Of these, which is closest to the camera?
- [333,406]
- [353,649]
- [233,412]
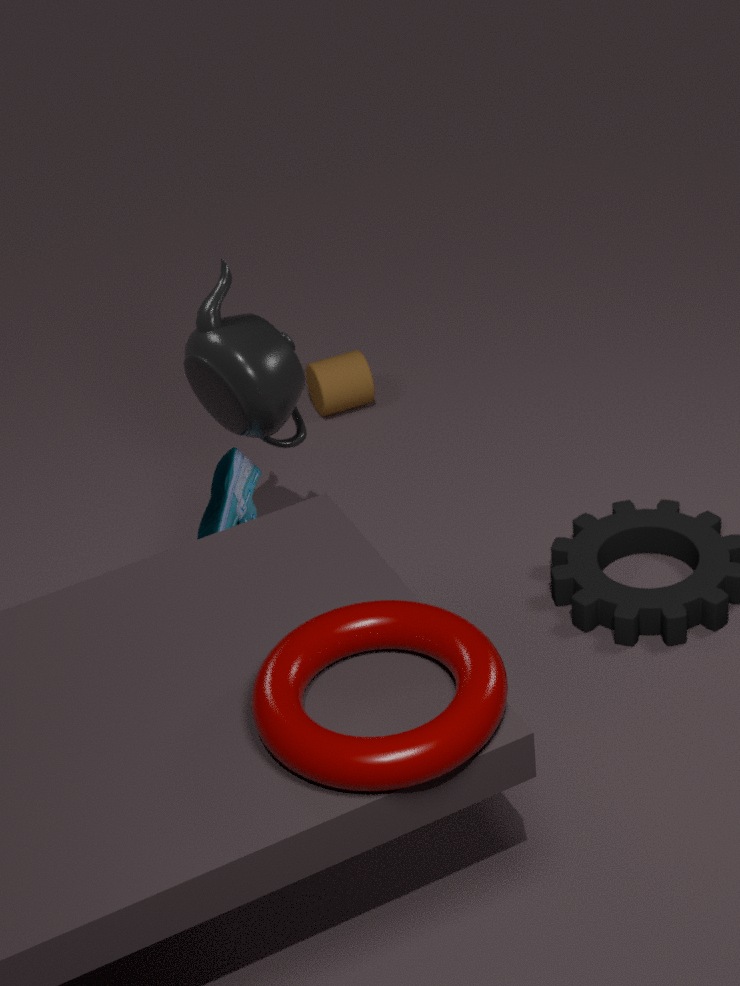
[353,649]
